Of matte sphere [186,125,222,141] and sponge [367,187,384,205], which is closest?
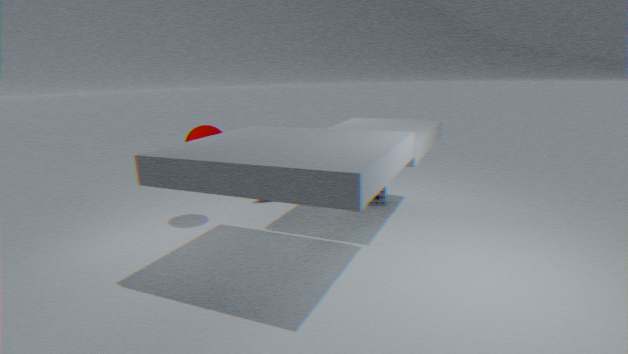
matte sphere [186,125,222,141]
